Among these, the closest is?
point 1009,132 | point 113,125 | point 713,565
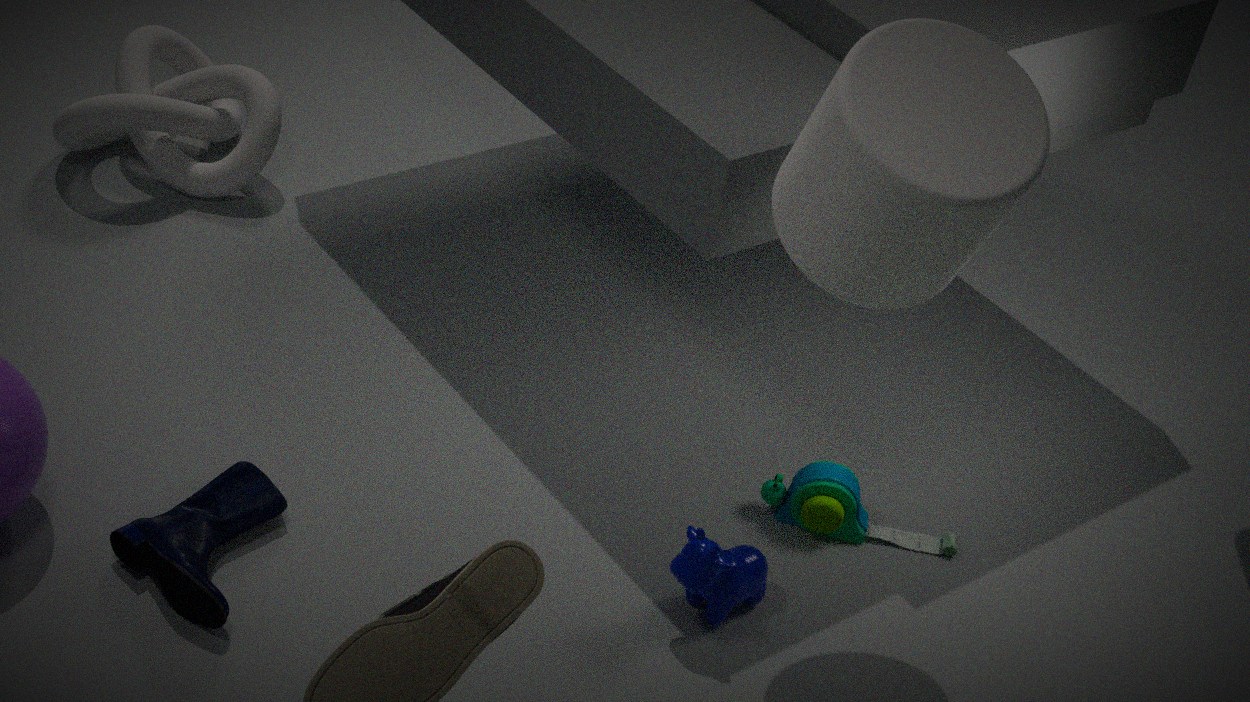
point 1009,132
